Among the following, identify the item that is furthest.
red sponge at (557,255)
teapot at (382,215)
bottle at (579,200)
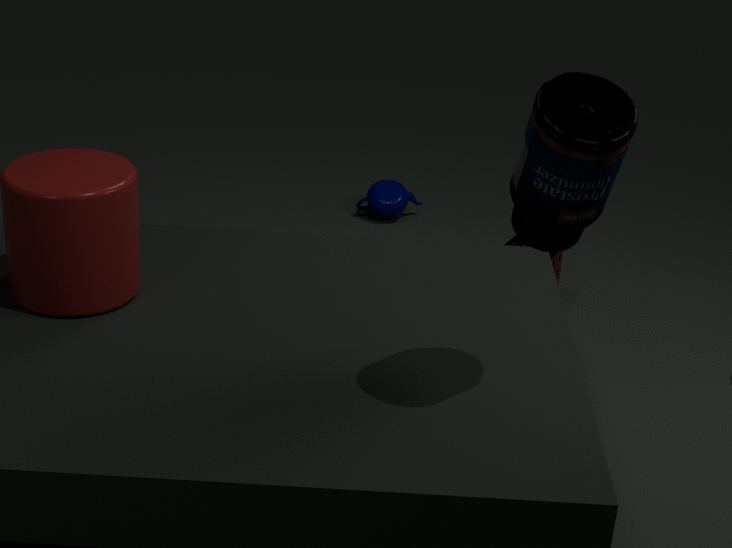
teapot at (382,215)
